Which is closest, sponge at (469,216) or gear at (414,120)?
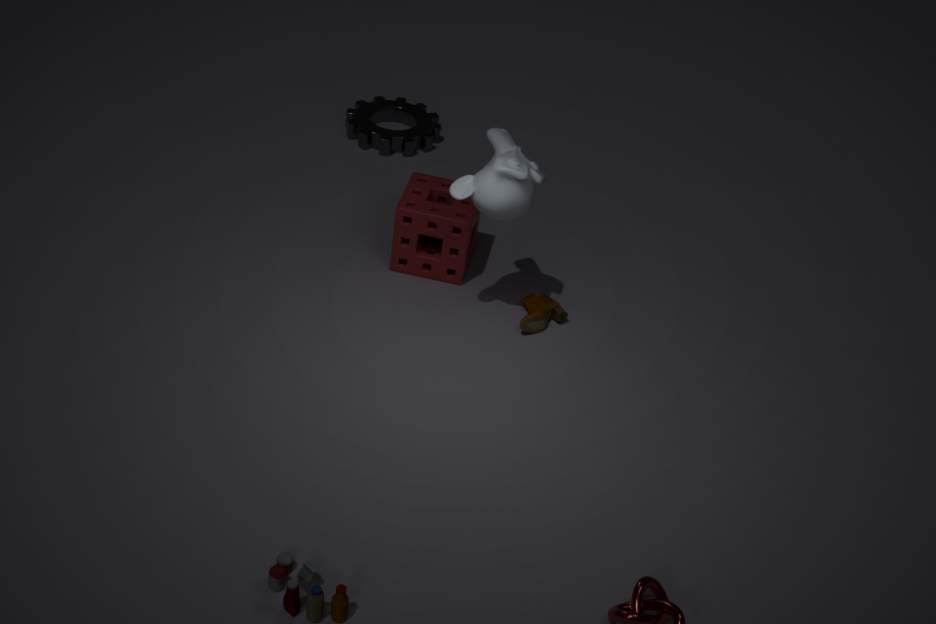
sponge at (469,216)
